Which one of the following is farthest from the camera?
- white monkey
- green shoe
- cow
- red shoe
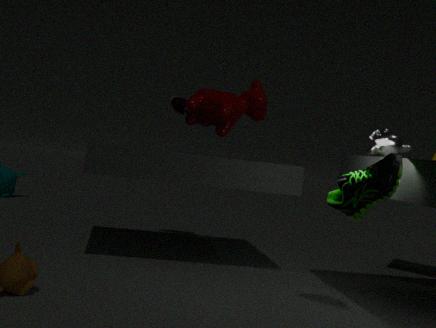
red shoe
